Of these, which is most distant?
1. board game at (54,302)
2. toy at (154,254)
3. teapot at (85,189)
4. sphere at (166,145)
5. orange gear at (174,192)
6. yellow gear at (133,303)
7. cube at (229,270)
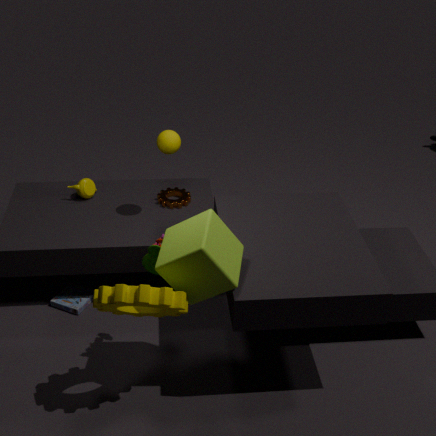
teapot at (85,189)
